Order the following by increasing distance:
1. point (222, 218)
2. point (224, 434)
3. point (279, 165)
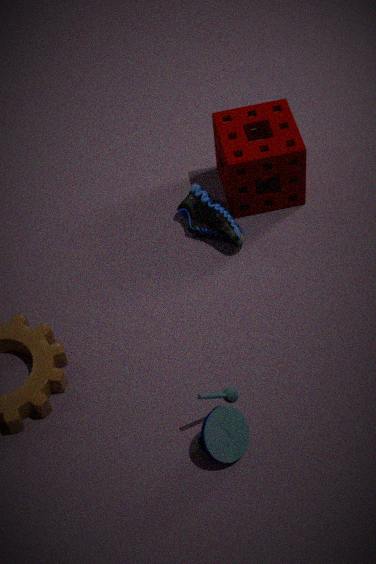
point (224, 434)
point (279, 165)
point (222, 218)
